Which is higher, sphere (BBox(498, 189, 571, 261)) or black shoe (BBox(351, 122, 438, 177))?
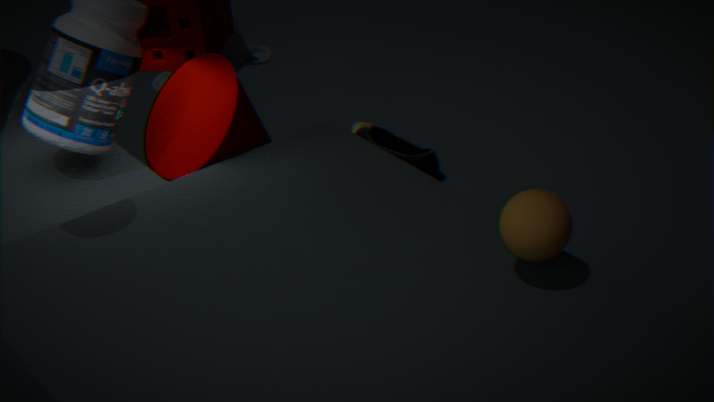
sphere (BBox(498, 189, 571, 261))
